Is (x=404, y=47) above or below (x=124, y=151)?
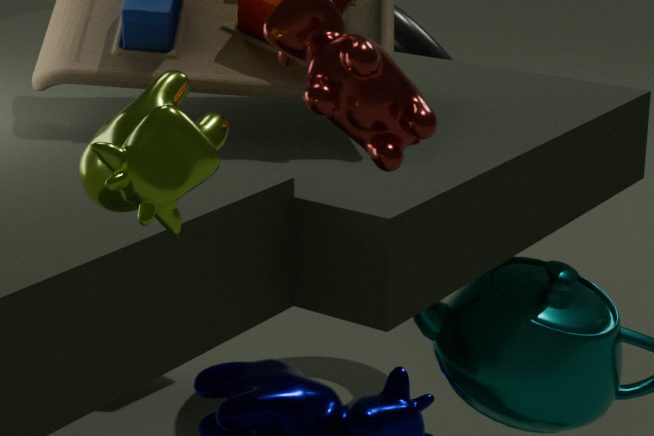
below
